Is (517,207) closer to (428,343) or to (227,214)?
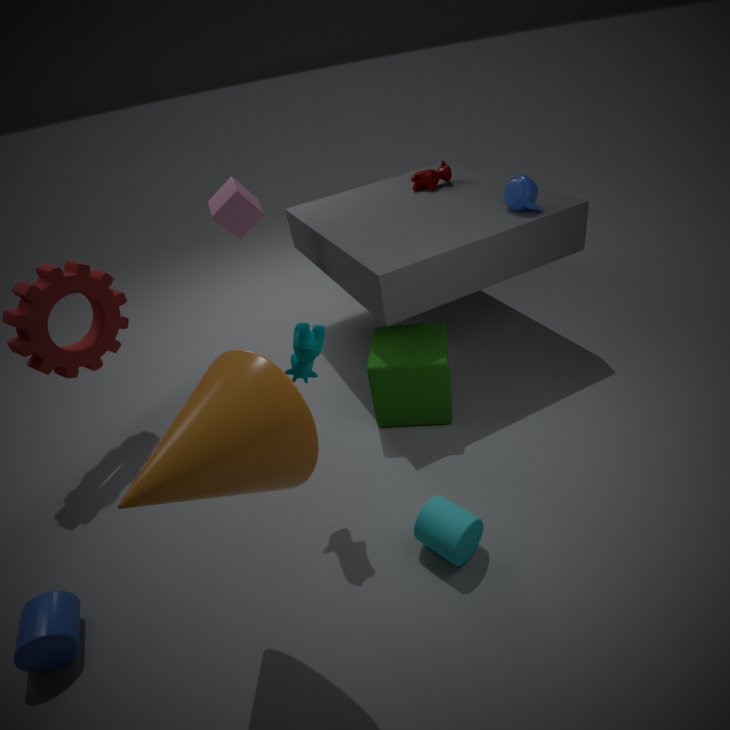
(428,343)
